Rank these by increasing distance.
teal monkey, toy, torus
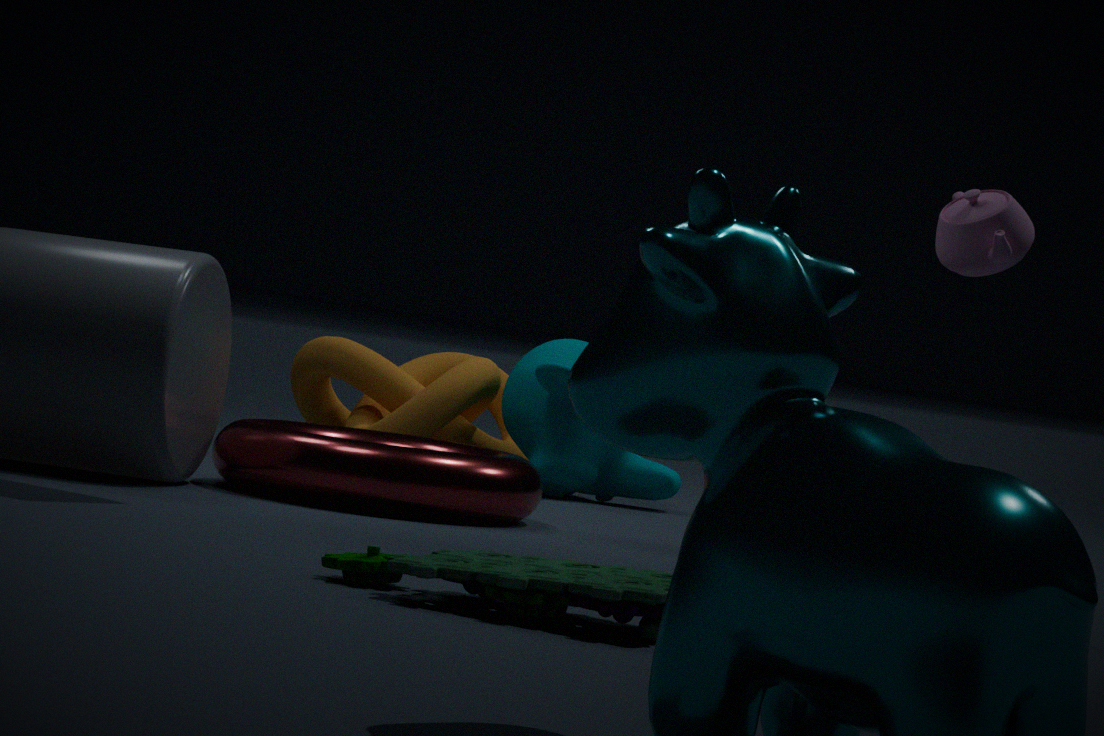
1. toy
2. torus
3. teal monkey
